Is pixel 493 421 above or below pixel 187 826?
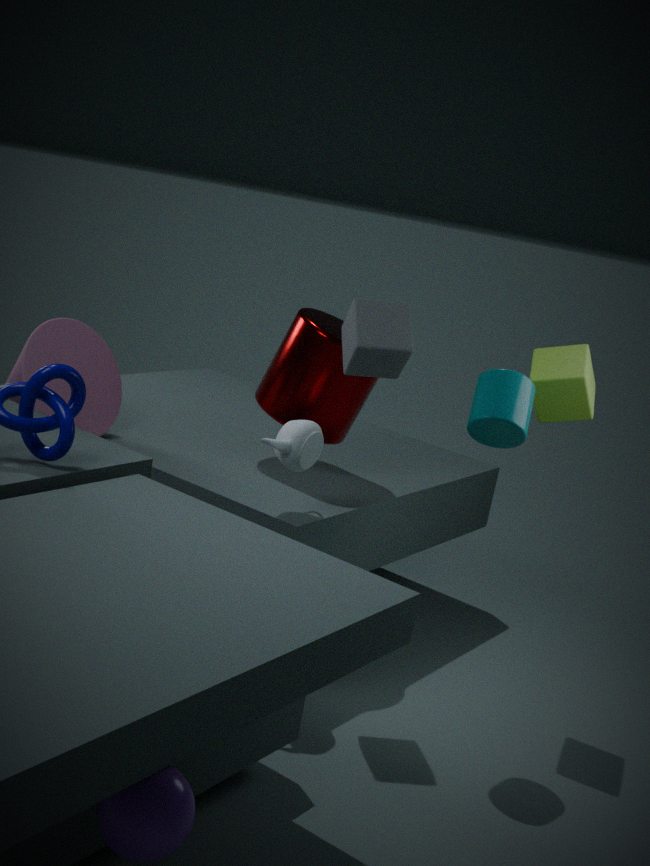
above
